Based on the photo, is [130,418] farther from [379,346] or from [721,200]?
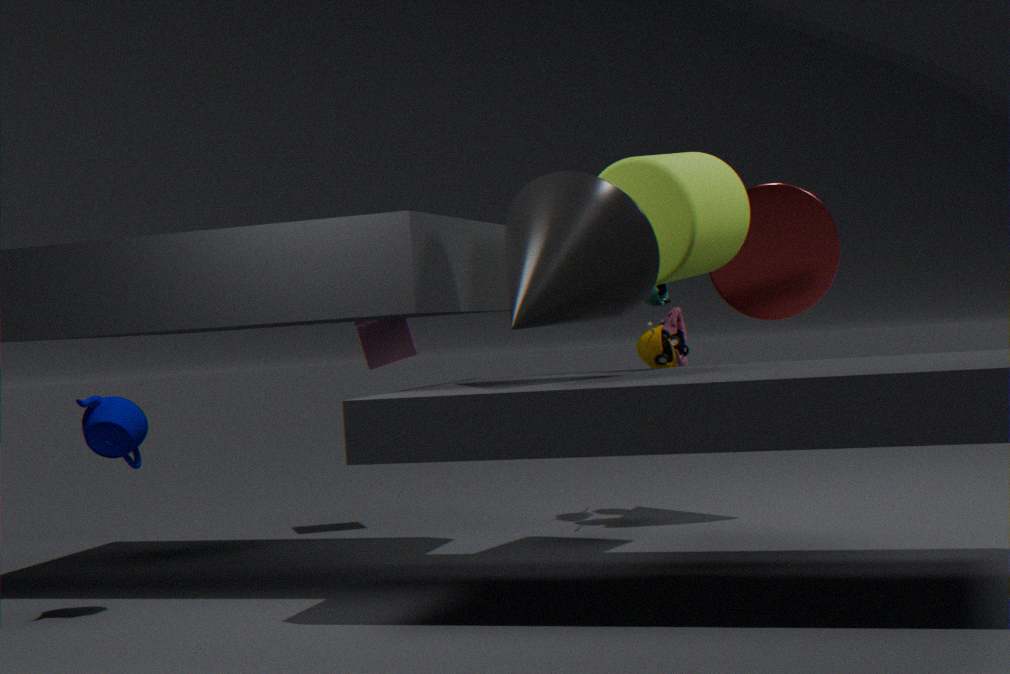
[721,200]
